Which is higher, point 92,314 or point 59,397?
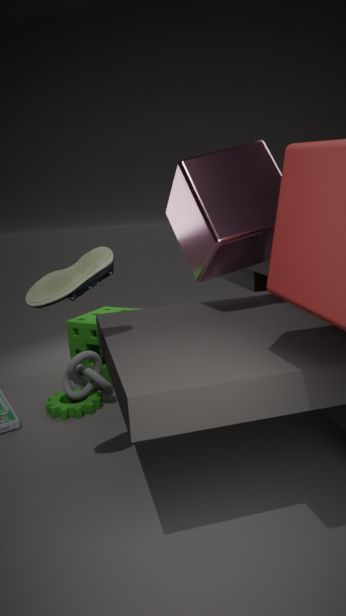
point 92,314
